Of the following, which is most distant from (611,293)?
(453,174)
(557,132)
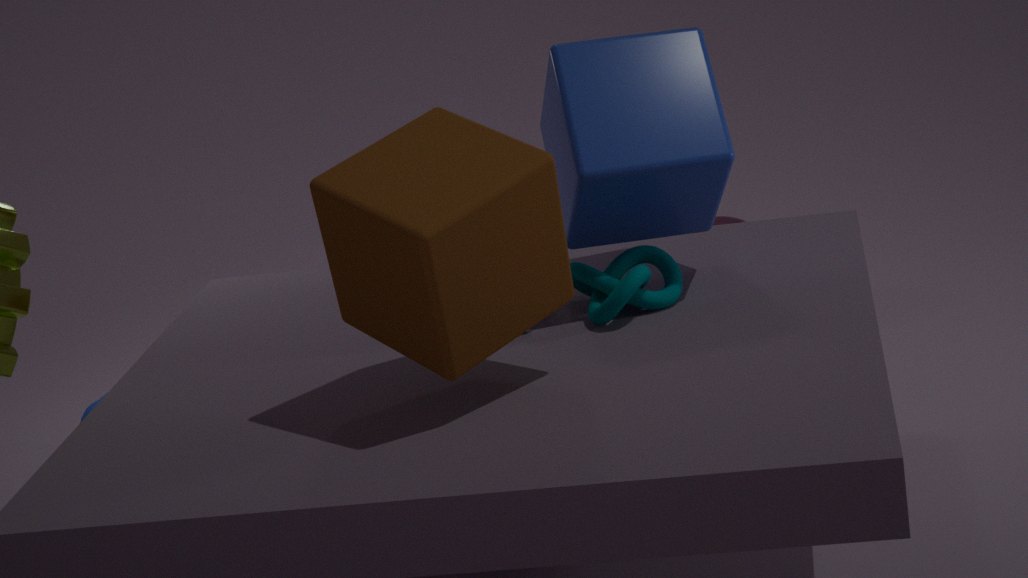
(453,174)
